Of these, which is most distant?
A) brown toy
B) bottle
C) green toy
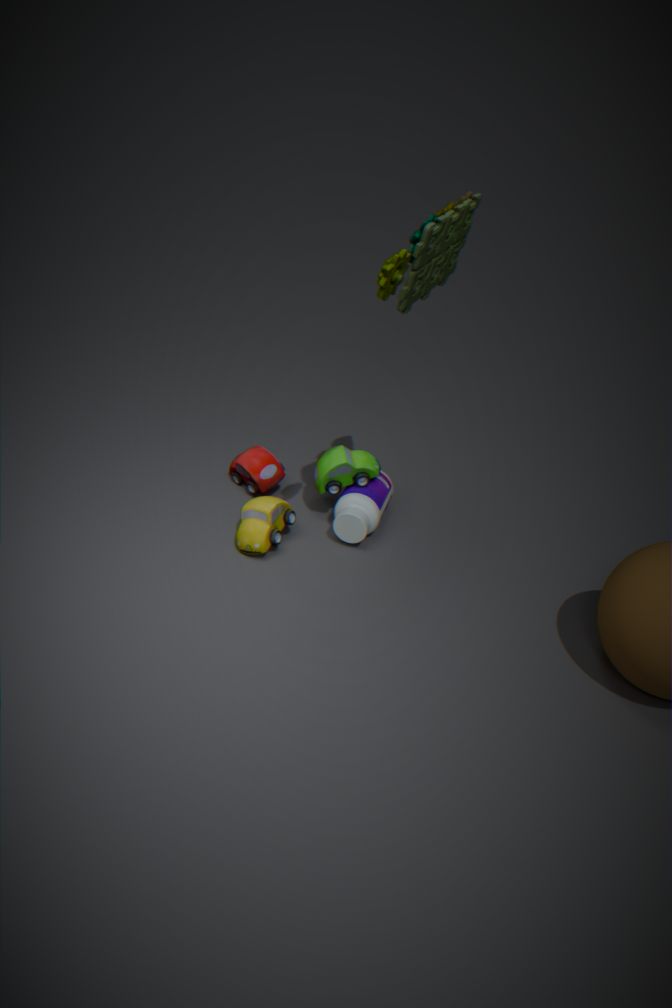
bottle
